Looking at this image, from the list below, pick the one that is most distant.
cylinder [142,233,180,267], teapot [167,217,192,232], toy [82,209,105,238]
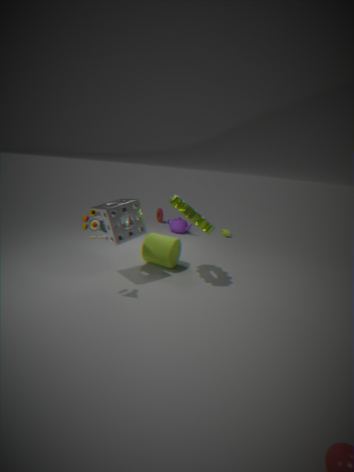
teapot [167,217,192,232]
